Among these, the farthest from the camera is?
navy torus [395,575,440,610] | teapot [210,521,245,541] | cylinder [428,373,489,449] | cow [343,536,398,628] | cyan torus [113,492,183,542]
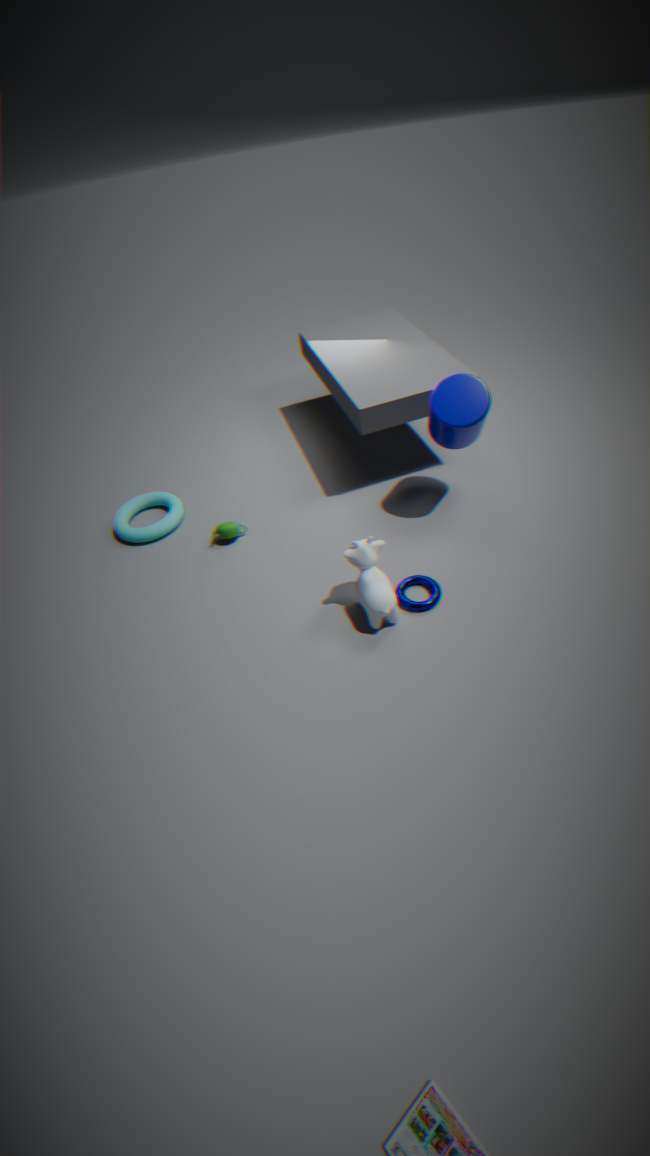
cyan torus [113,492,183,542]
